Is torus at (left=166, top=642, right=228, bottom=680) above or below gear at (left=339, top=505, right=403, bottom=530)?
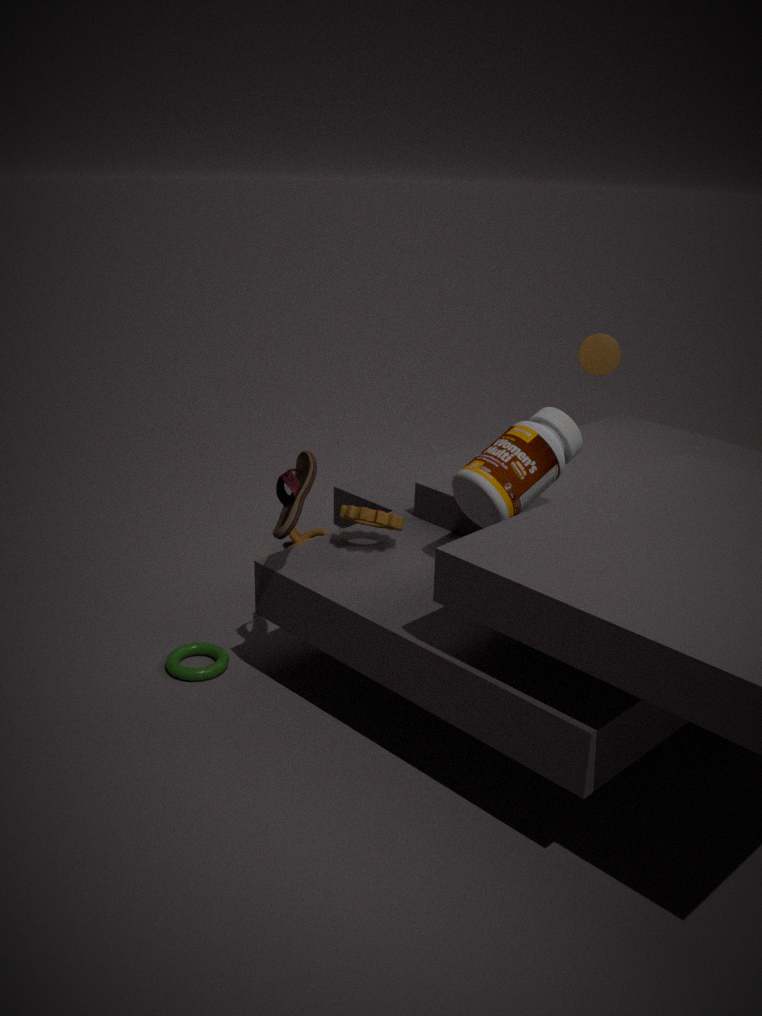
below
